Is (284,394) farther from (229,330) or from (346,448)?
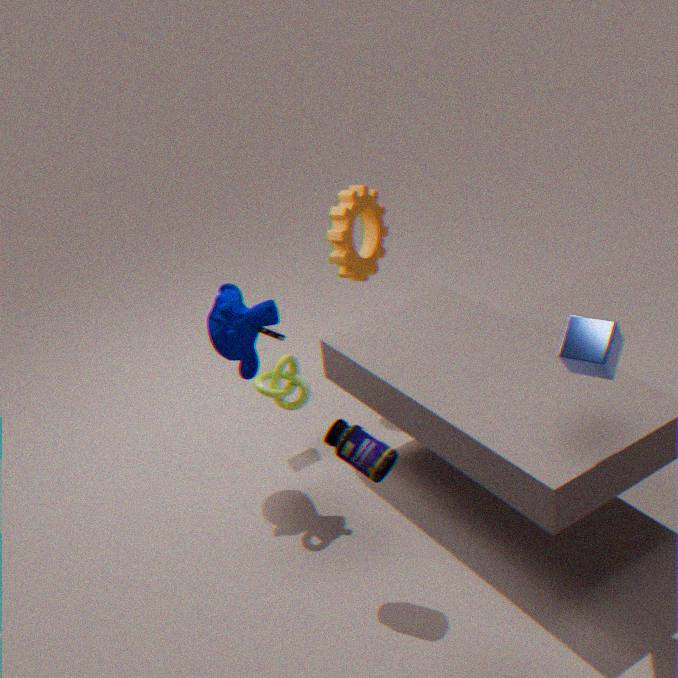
(346,448)
